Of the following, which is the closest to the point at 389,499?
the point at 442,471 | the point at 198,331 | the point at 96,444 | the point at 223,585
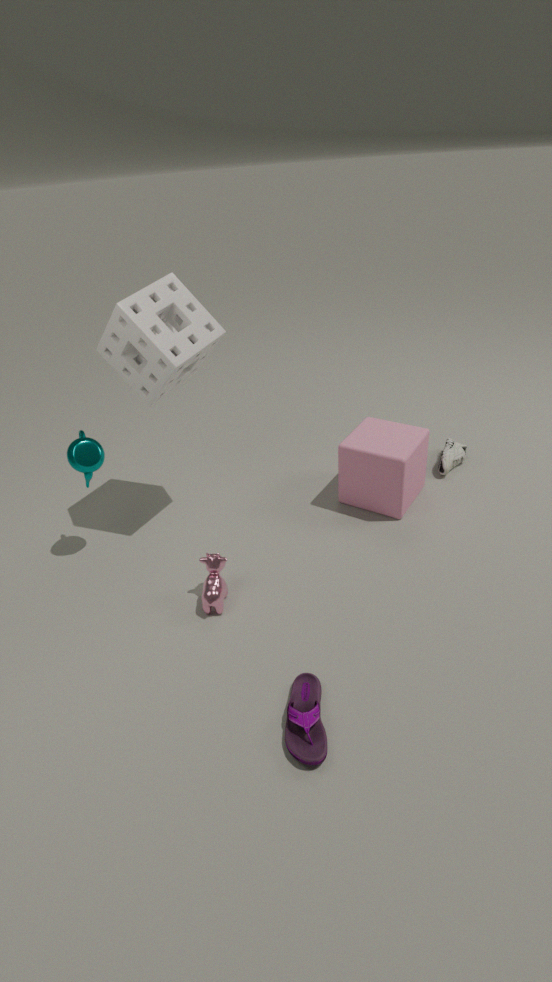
the point at 442,471
